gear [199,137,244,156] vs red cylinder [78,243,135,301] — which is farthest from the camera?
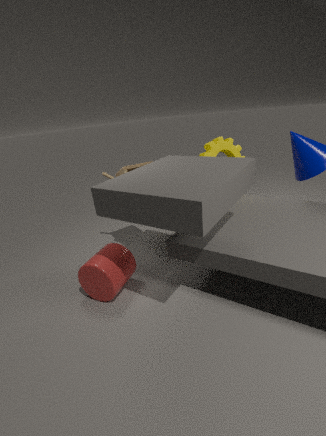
gear [199,137,244,156]
